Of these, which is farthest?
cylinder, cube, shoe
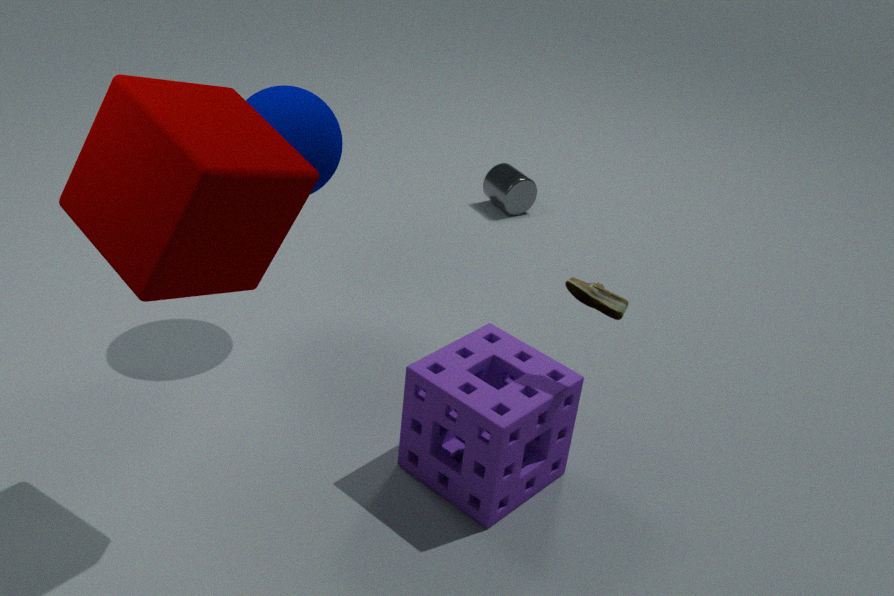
cylinder
